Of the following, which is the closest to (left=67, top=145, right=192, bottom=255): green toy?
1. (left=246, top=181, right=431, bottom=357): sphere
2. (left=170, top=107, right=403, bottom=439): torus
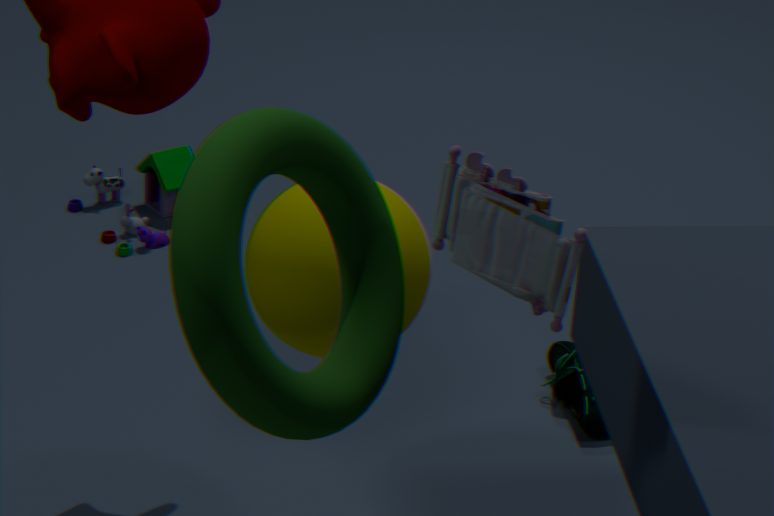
(left=246, top=181, right=431, bottom=357): sphere
